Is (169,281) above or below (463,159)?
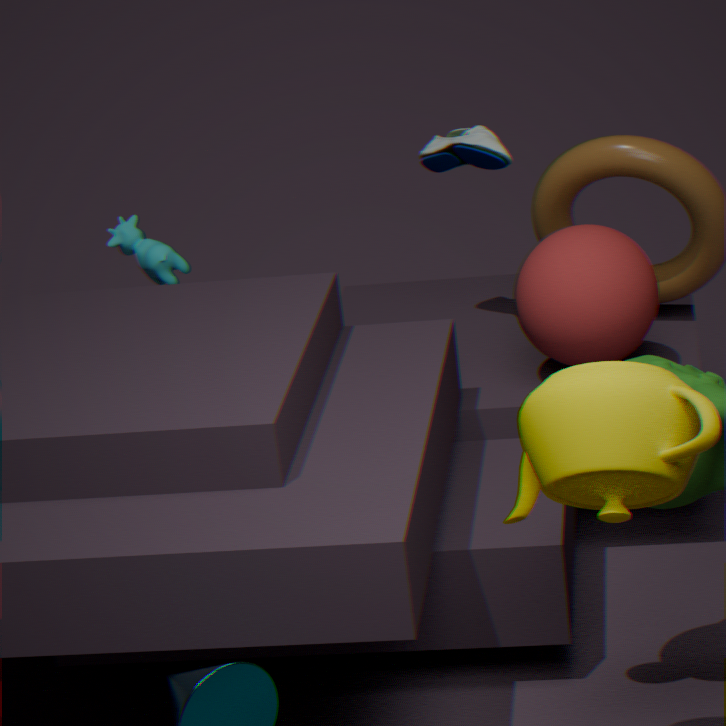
below
